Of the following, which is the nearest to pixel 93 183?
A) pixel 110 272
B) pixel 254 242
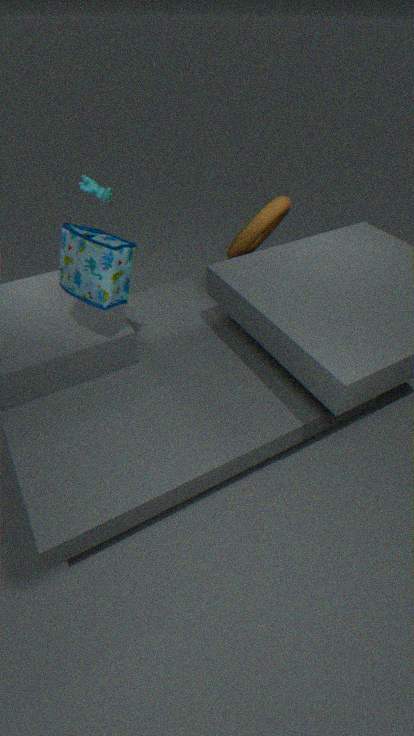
pixel 254 242
